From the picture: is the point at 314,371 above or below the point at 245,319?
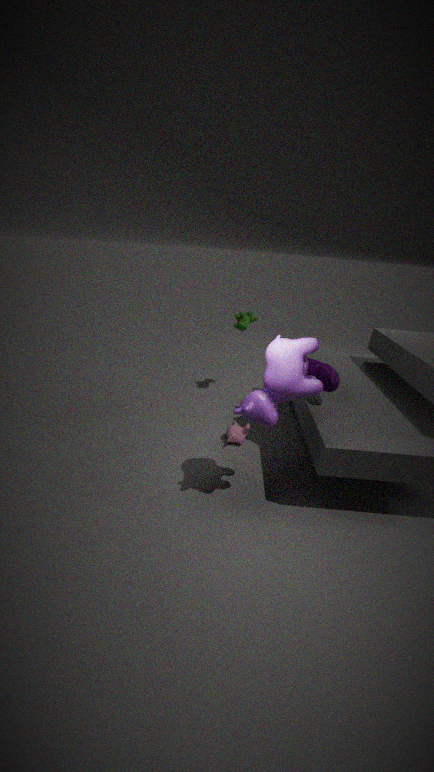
below
